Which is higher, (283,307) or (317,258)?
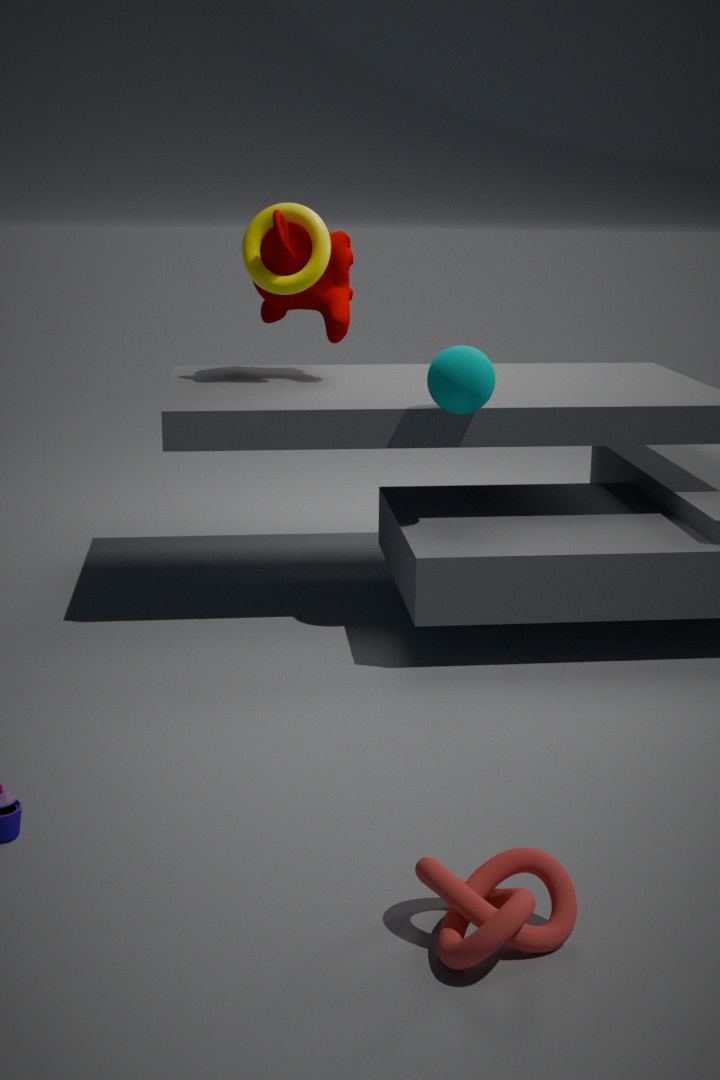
(317,258)
